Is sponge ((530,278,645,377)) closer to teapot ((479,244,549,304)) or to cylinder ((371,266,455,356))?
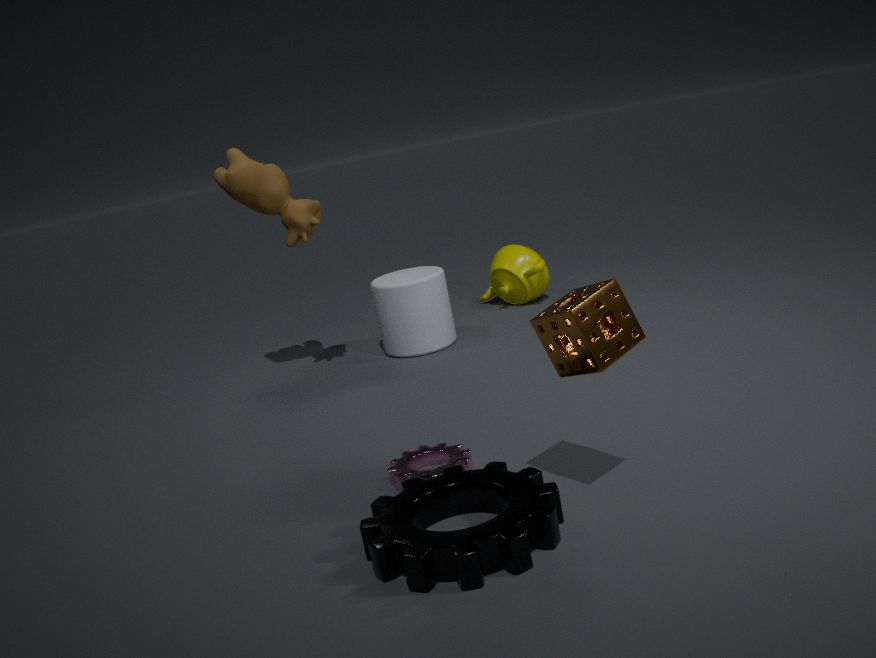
cylinder ((371,266,455,356))
